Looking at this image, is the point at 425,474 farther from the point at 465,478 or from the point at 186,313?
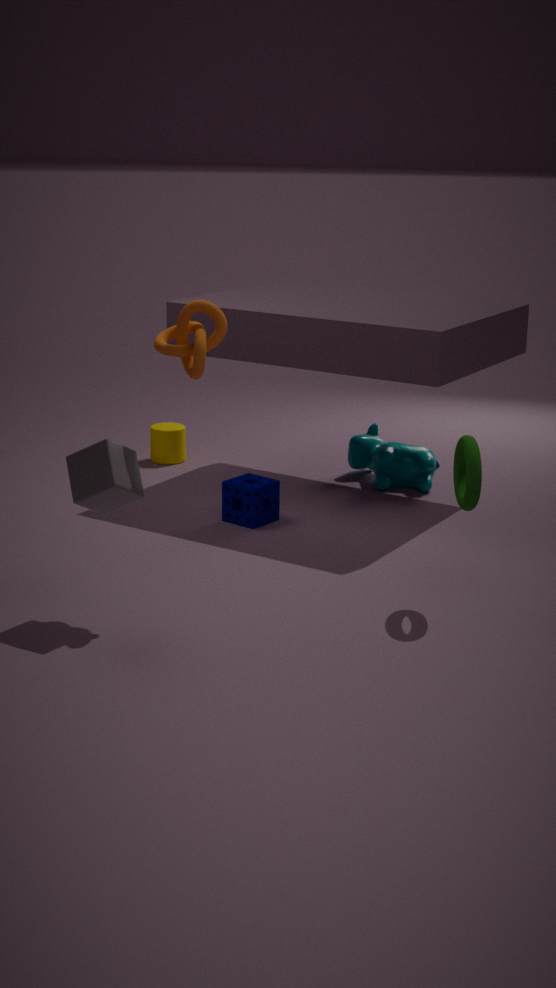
the point at 186,313
